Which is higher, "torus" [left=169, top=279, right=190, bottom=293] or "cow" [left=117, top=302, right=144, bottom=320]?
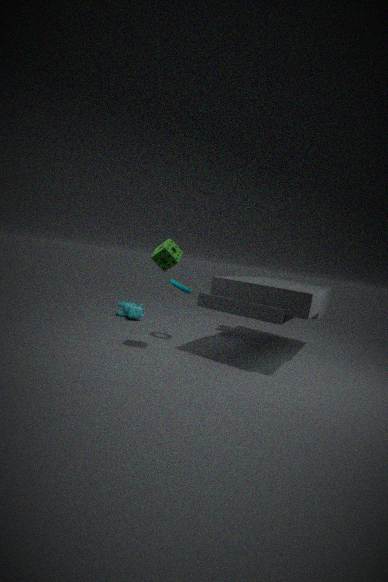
"torus" [left=169, top=279, right=190, bottom=293]
